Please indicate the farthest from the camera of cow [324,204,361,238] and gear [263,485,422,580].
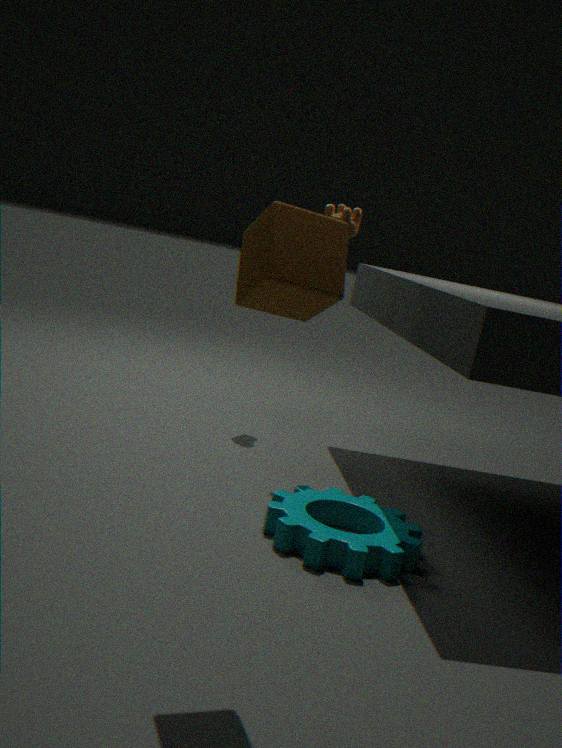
cow [324,204,361,238]
